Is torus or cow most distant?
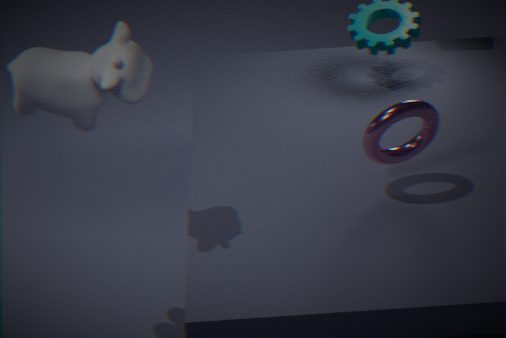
torus
